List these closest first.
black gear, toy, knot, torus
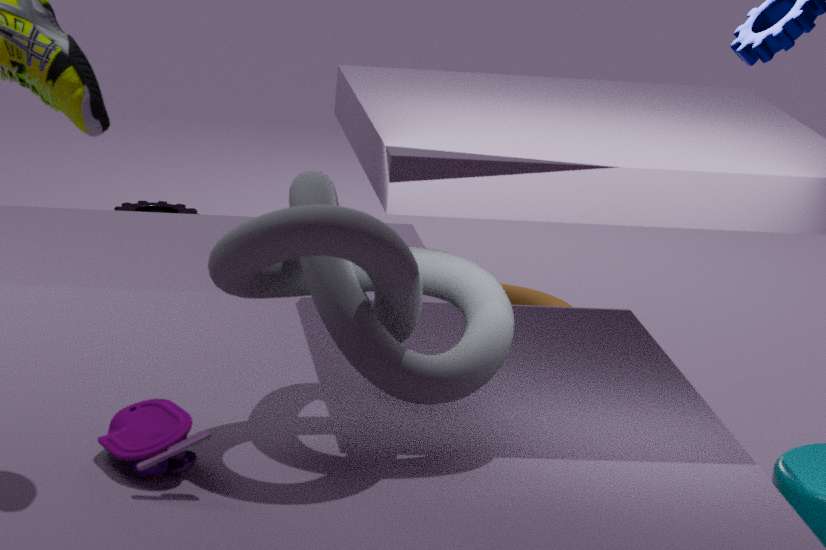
1. toy
2. knot
3. torus
4. black gear
